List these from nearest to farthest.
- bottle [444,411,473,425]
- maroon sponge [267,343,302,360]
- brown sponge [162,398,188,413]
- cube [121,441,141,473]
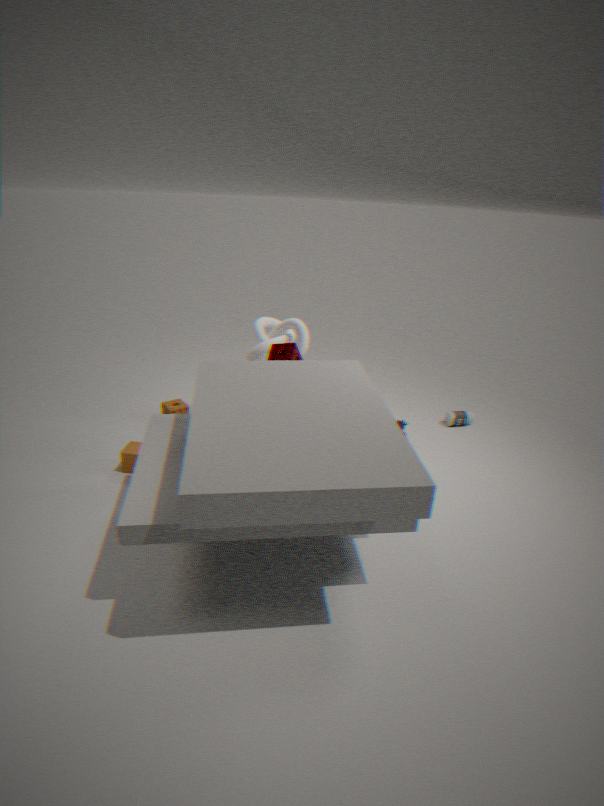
maroon sponge [267,343,302,360] < cube [121,441,141,473] < brown sponge [162,398,188,413] < bottle [444,411,473,425]
